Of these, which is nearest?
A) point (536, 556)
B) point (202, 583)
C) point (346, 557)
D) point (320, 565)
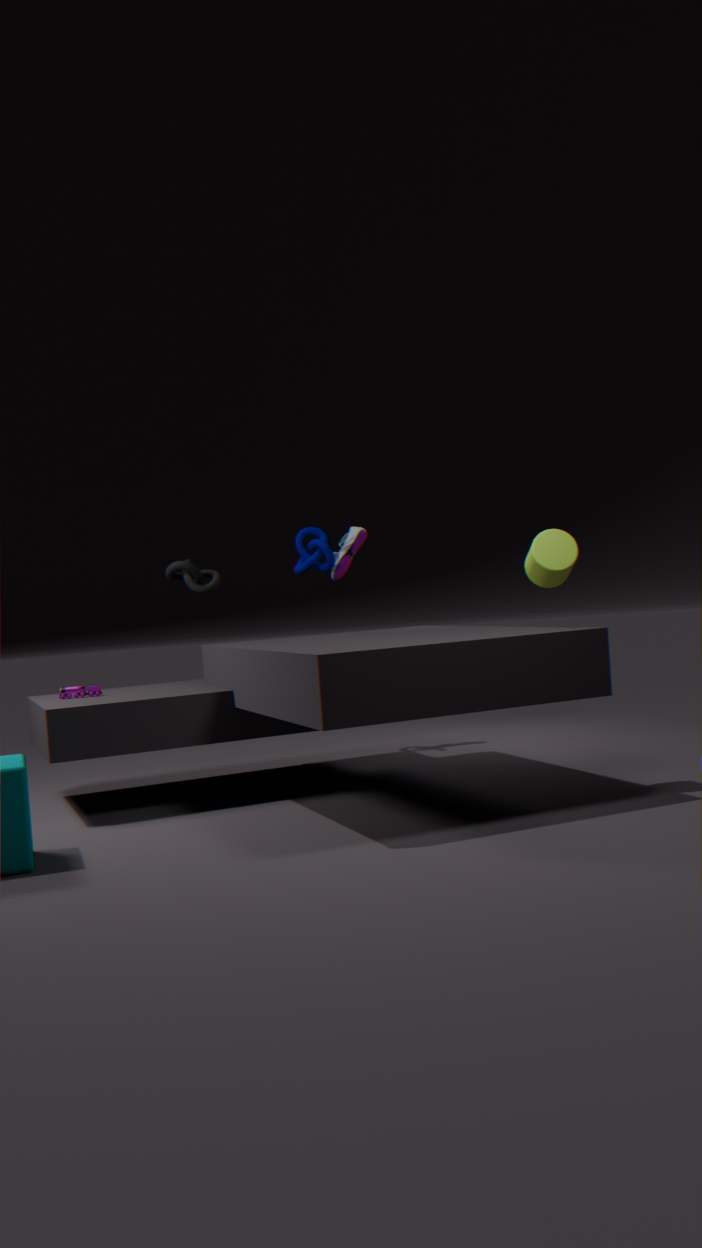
point (536, 556)
